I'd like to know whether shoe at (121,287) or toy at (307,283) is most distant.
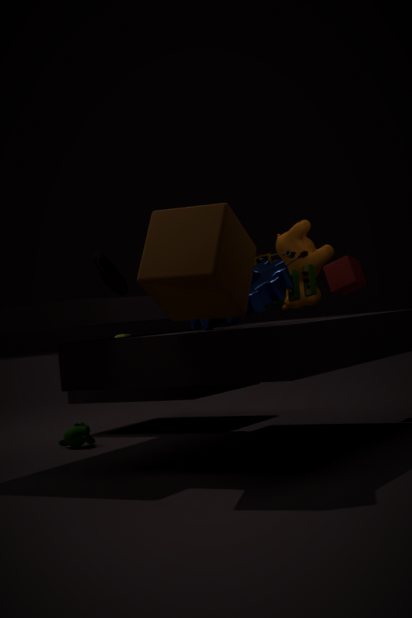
shoe at (121,287)
